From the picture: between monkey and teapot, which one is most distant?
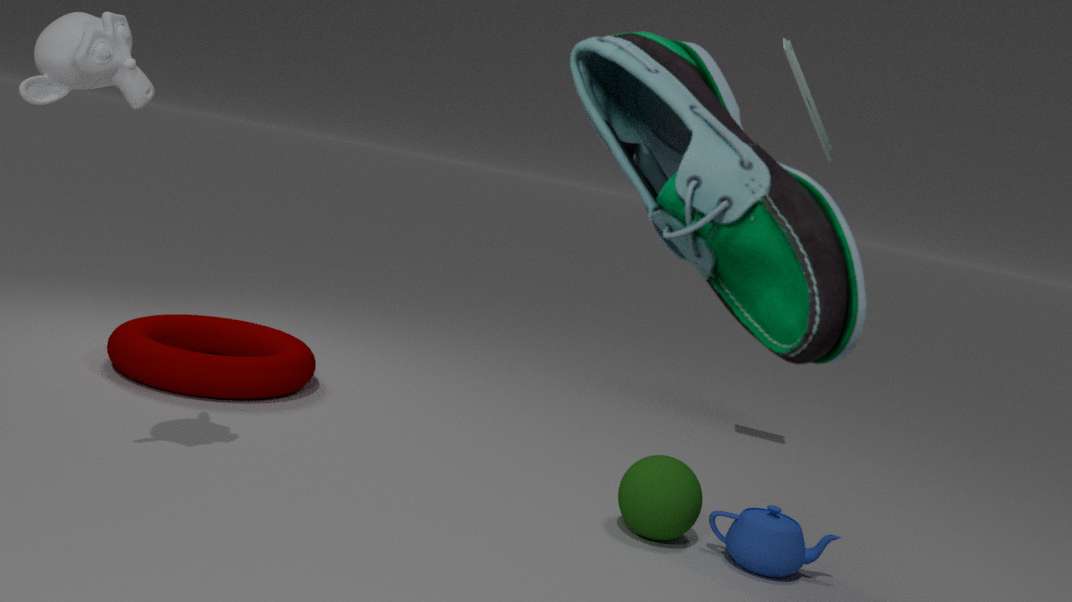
teapot
